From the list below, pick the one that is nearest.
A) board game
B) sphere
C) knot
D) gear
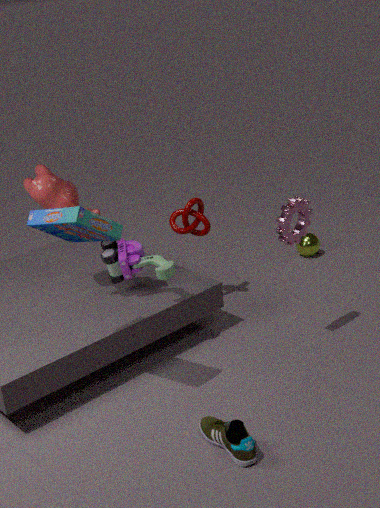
board game
